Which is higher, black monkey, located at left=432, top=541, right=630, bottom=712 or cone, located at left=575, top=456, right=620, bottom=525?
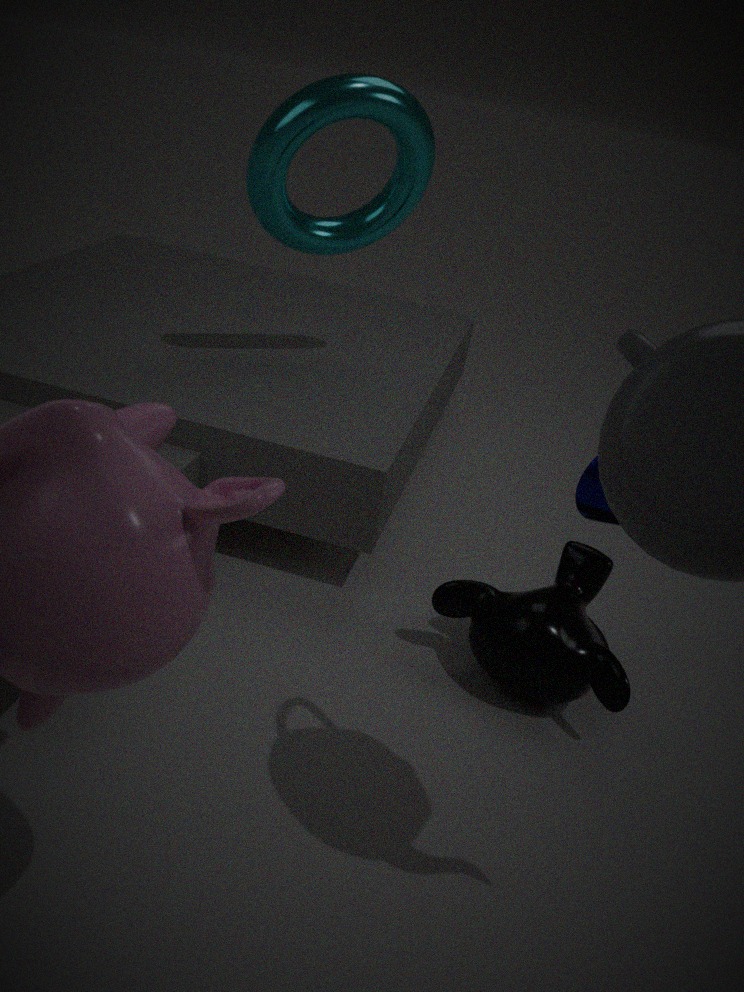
cone, located at left=575, top=456, right=620, bottom=525
